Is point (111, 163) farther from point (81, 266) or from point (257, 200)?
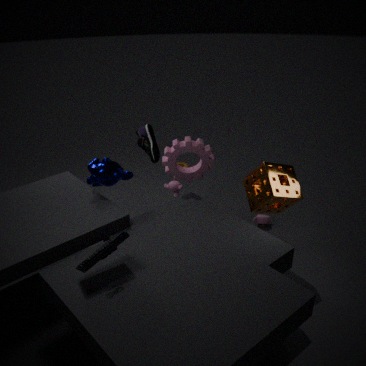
point (257, 200)
